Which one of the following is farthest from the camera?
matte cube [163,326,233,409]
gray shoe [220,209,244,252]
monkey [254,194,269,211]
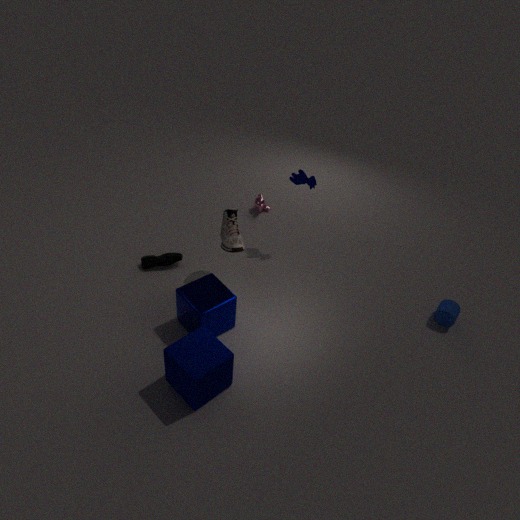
monkey [254,194,269,211]
